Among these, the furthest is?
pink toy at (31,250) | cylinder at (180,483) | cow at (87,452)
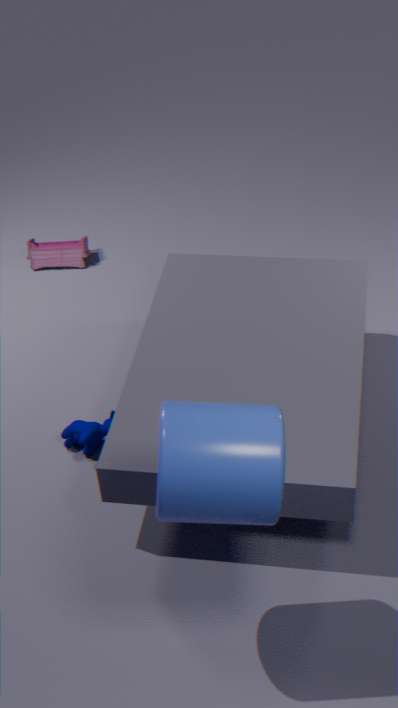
pink toy at (31,250)
